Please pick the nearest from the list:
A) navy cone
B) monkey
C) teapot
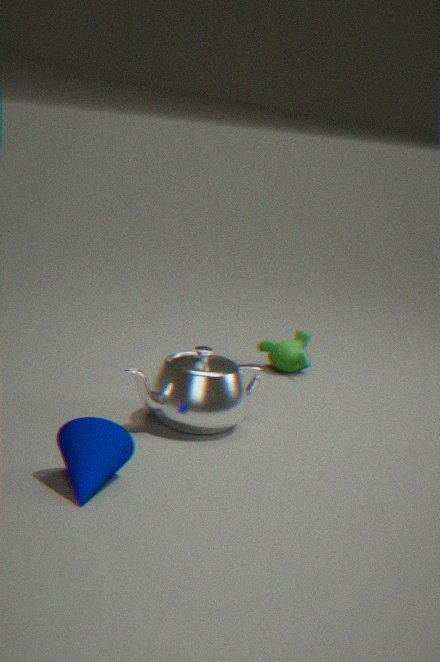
navy cone
